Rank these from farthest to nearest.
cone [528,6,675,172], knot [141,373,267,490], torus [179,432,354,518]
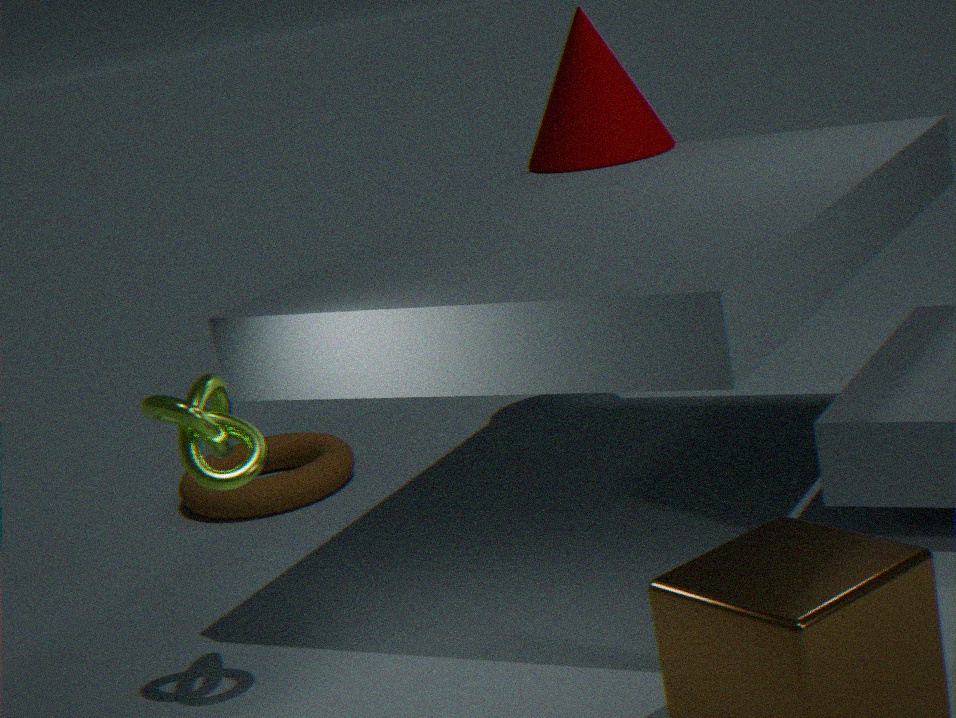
torus [179,432,354,518]
cone [528,6,675,172]
knot [141,373,267,490]
